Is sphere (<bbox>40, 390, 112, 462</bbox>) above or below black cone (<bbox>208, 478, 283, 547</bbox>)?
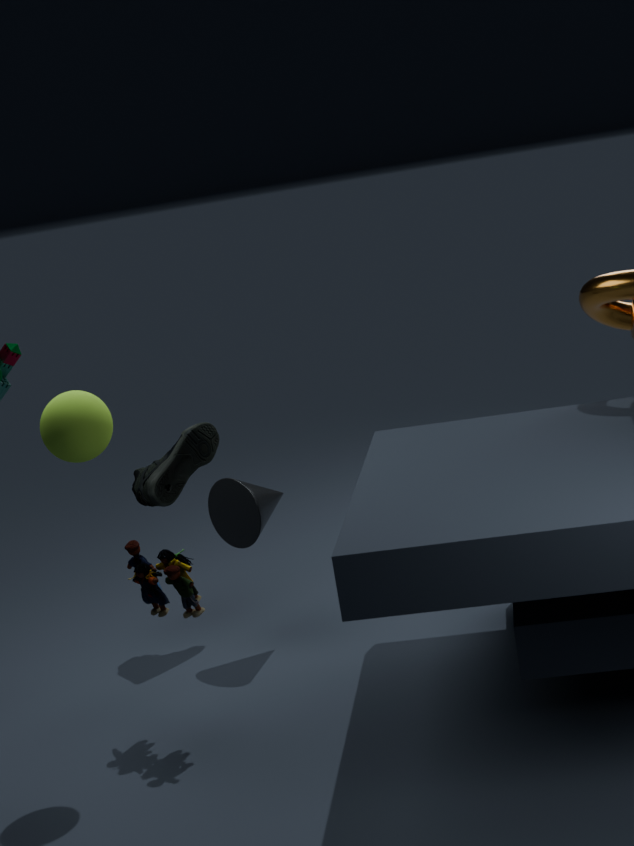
above
